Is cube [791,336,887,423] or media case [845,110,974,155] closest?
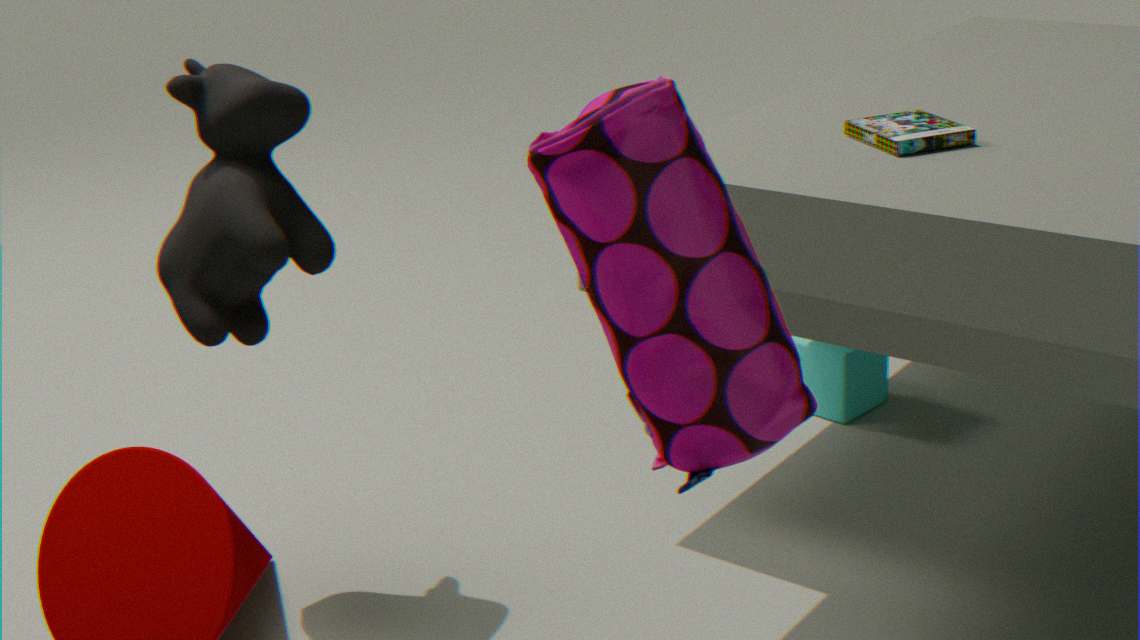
media case [845,110,974,155]
